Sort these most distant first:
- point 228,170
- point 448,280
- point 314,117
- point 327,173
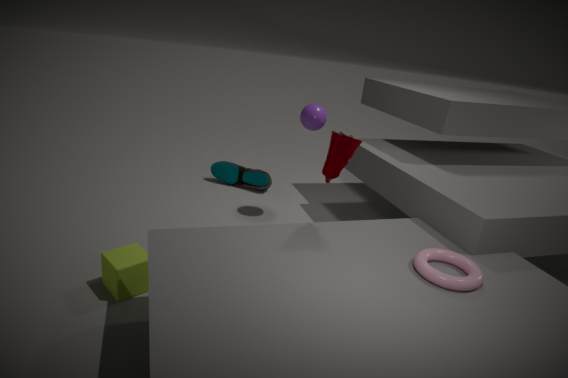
point 228,170 → point 314,117 → point 327,173 → point 448,280
